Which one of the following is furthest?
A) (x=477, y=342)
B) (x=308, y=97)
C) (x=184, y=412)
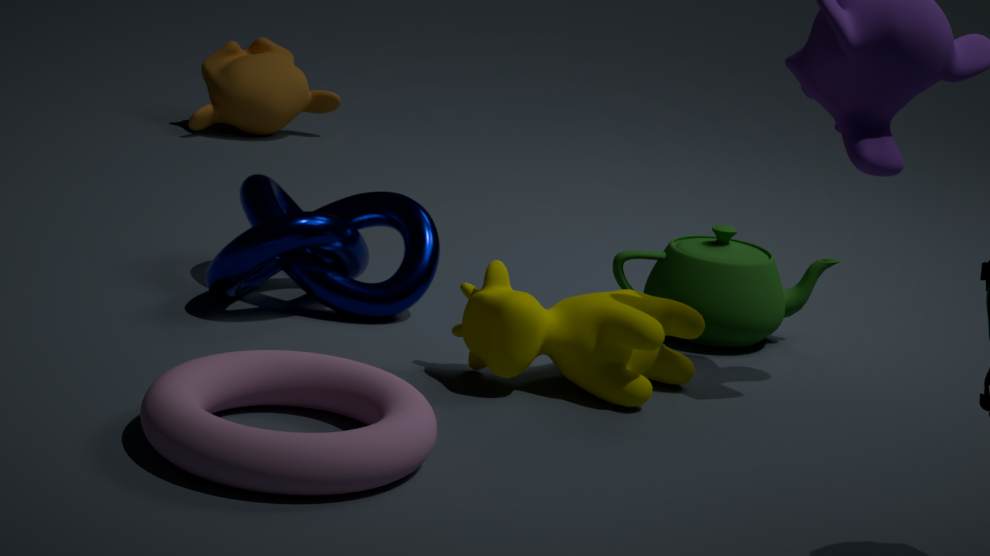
(x=308, y=97)
